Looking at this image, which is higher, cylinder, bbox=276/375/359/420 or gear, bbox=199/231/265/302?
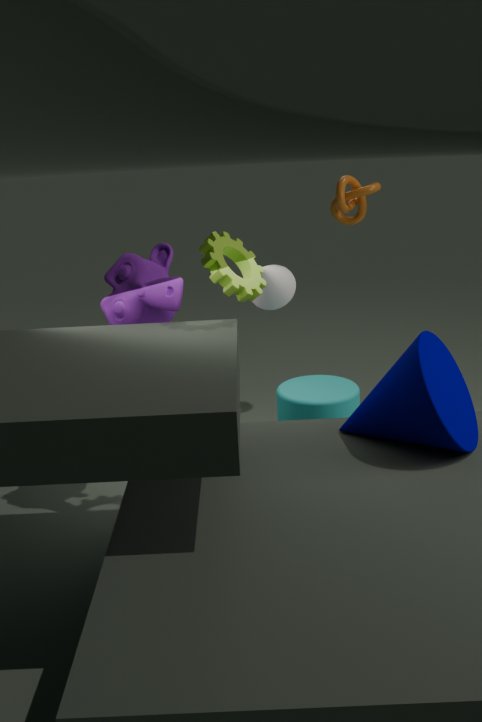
gear, bbox=199/231/265/302
